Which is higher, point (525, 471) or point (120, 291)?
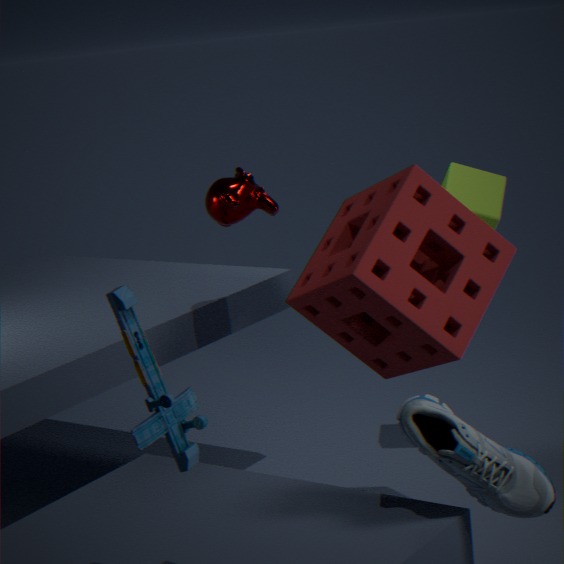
point (120, 291)
